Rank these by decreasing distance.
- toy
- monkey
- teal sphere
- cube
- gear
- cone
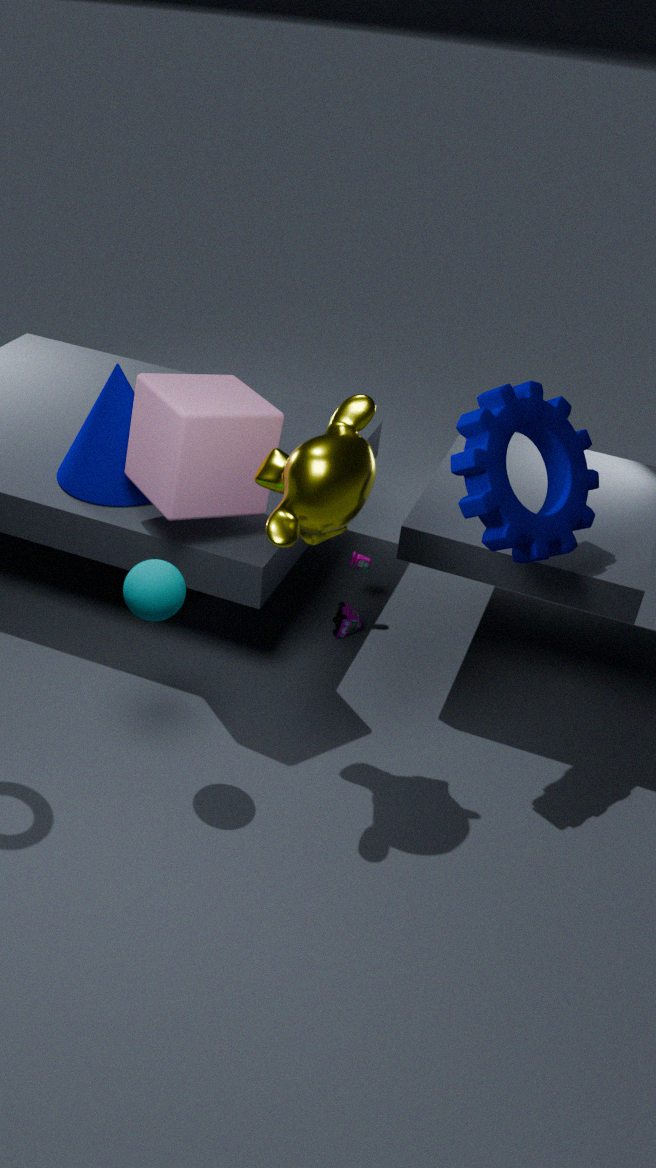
1. toy
2. cone
3. cube
4. gear
5. teal sphere
6. monkey
